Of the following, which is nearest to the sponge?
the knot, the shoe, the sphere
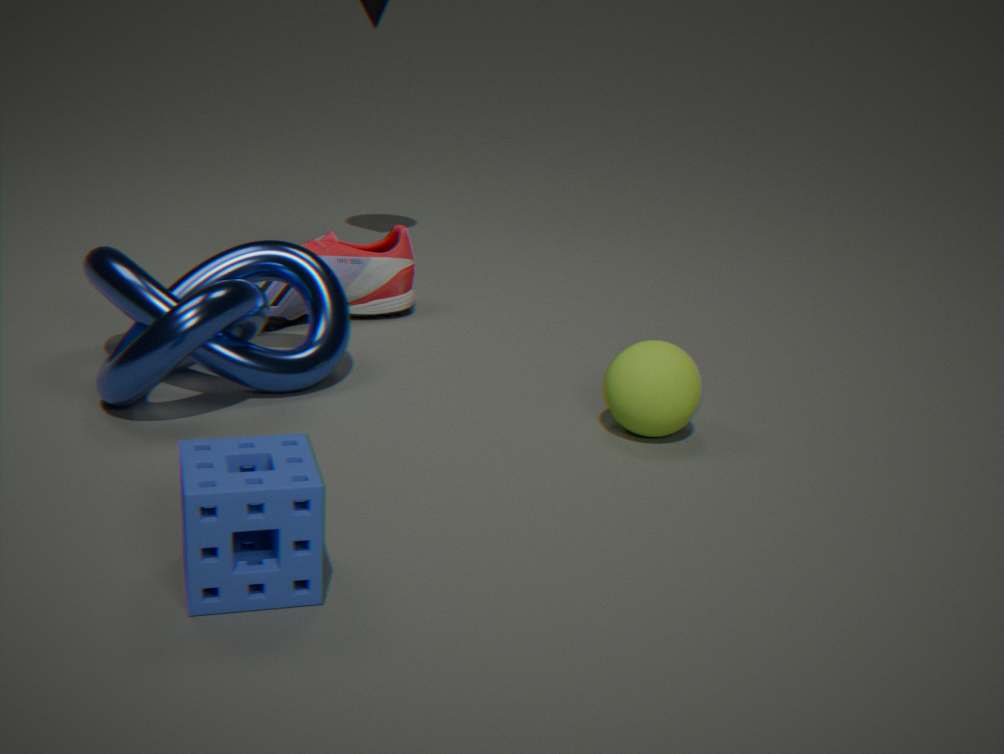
the knot
